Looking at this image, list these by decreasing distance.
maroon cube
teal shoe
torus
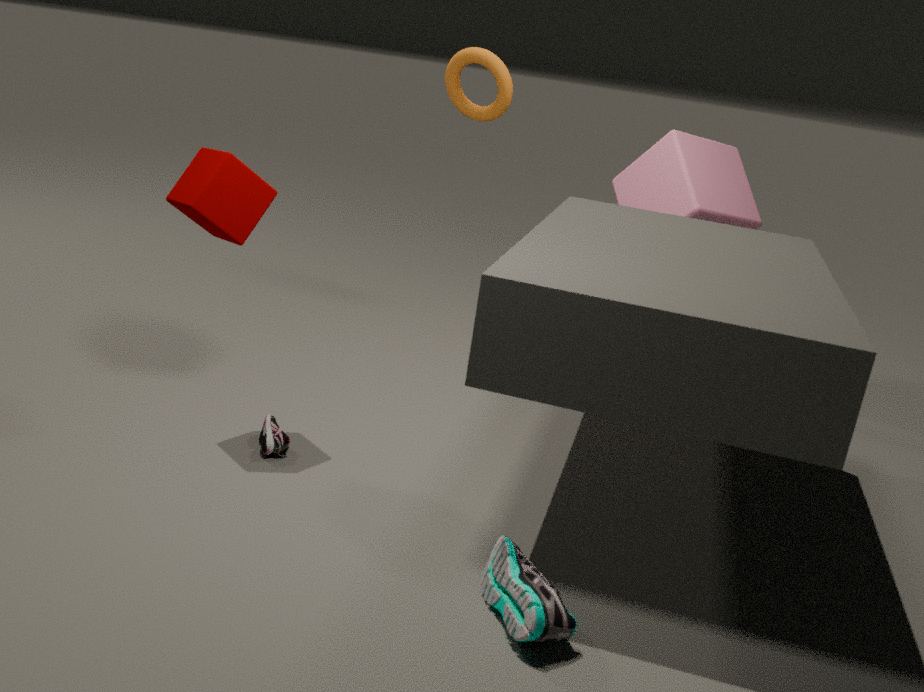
1. torus
2. maroon cube
3. teal shoe
